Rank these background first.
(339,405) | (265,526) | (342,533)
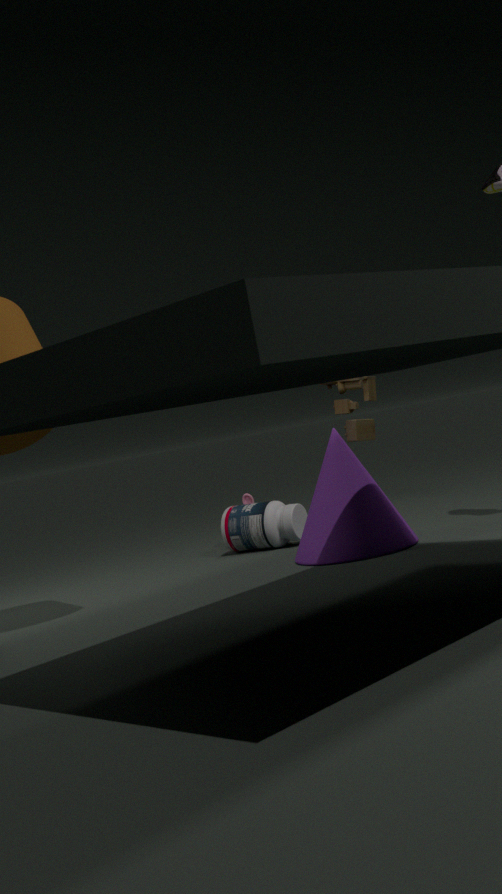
(339,405)
(265,526)
(342,533)
